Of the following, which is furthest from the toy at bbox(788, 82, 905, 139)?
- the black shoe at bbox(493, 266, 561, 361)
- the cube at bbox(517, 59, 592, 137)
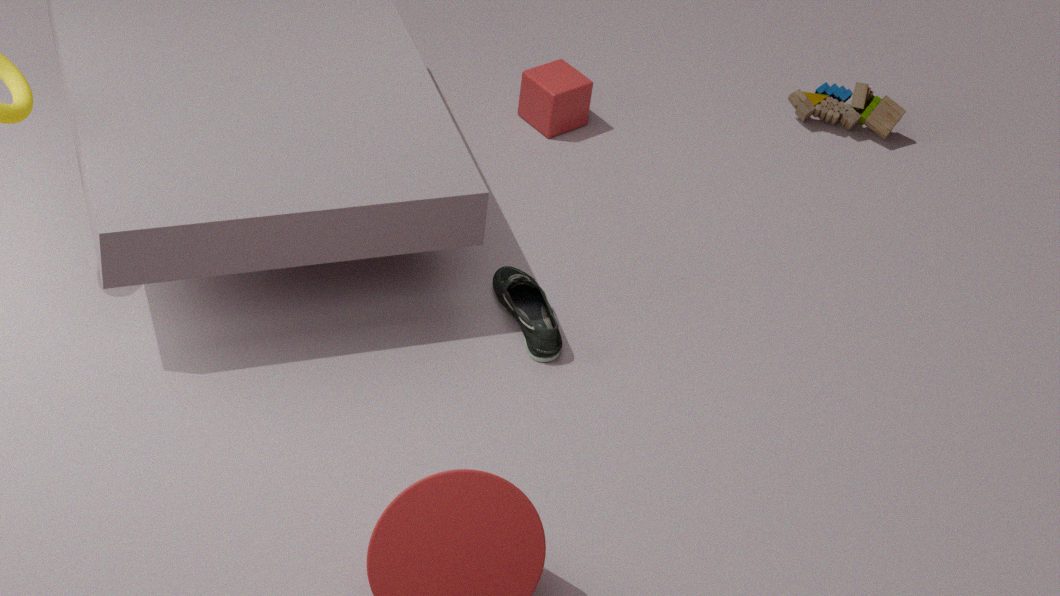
the black shoe at bbox(493, 266, 561, 361)
